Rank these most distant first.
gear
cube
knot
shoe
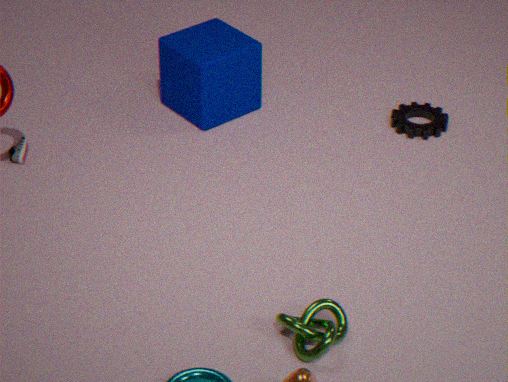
gear
cube
shoe
knot
